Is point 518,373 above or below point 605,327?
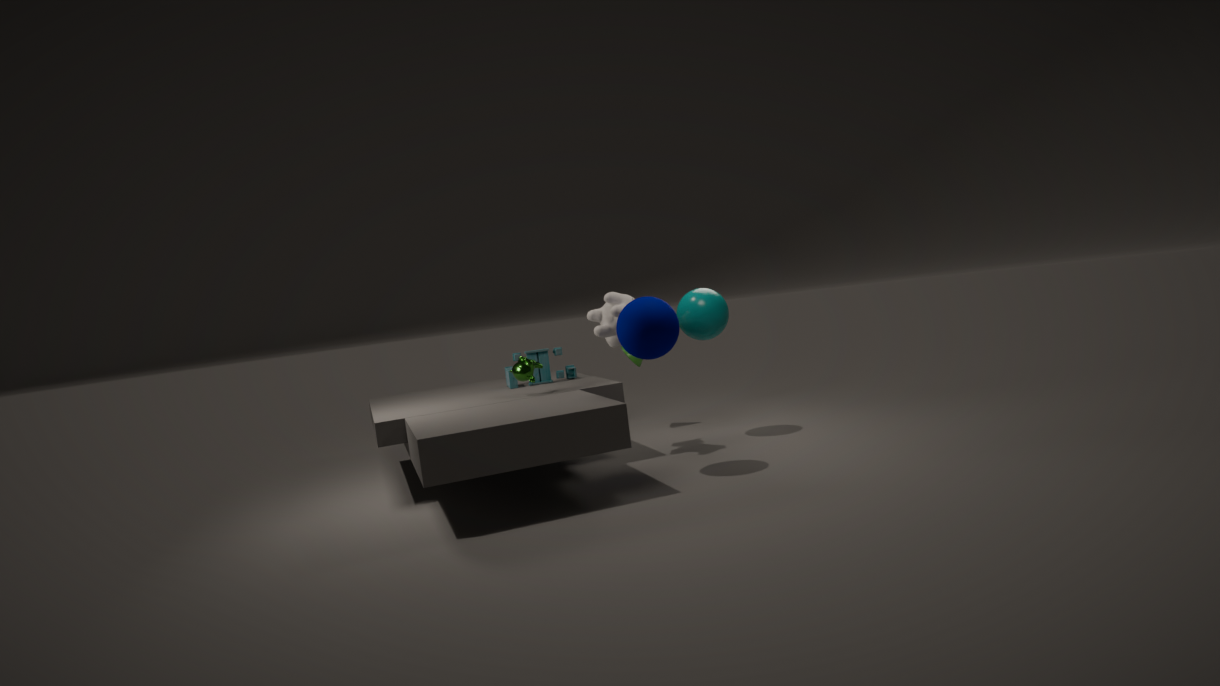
below
